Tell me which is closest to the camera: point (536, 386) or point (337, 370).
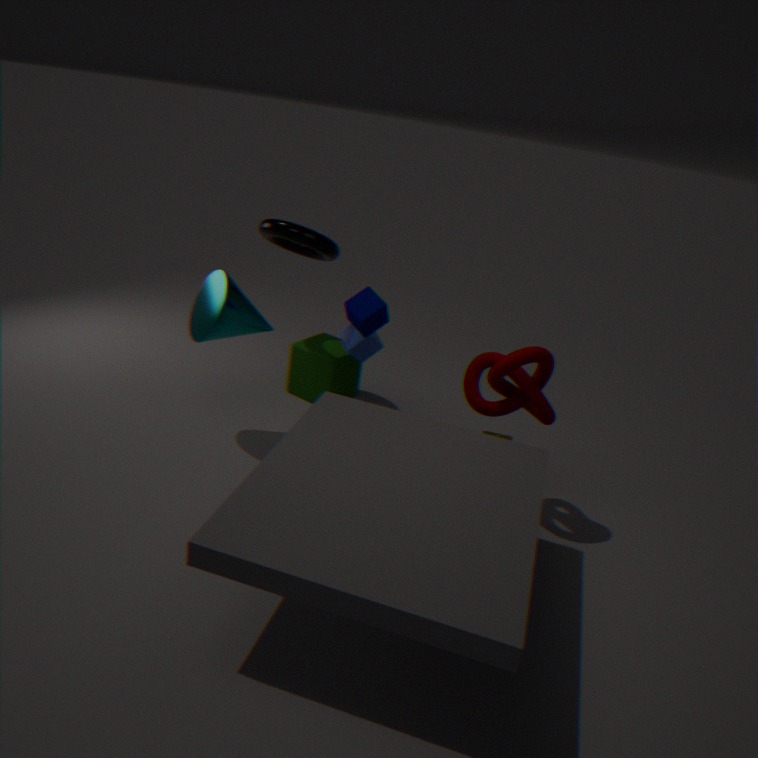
point (536, 386)
